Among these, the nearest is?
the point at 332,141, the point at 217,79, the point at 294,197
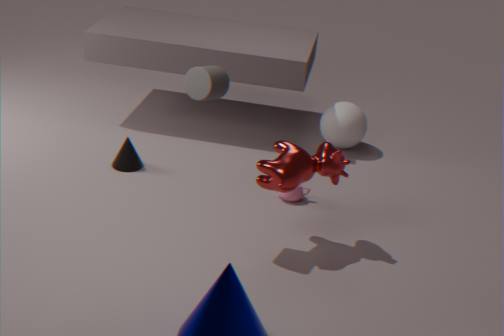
the point at 217,79
